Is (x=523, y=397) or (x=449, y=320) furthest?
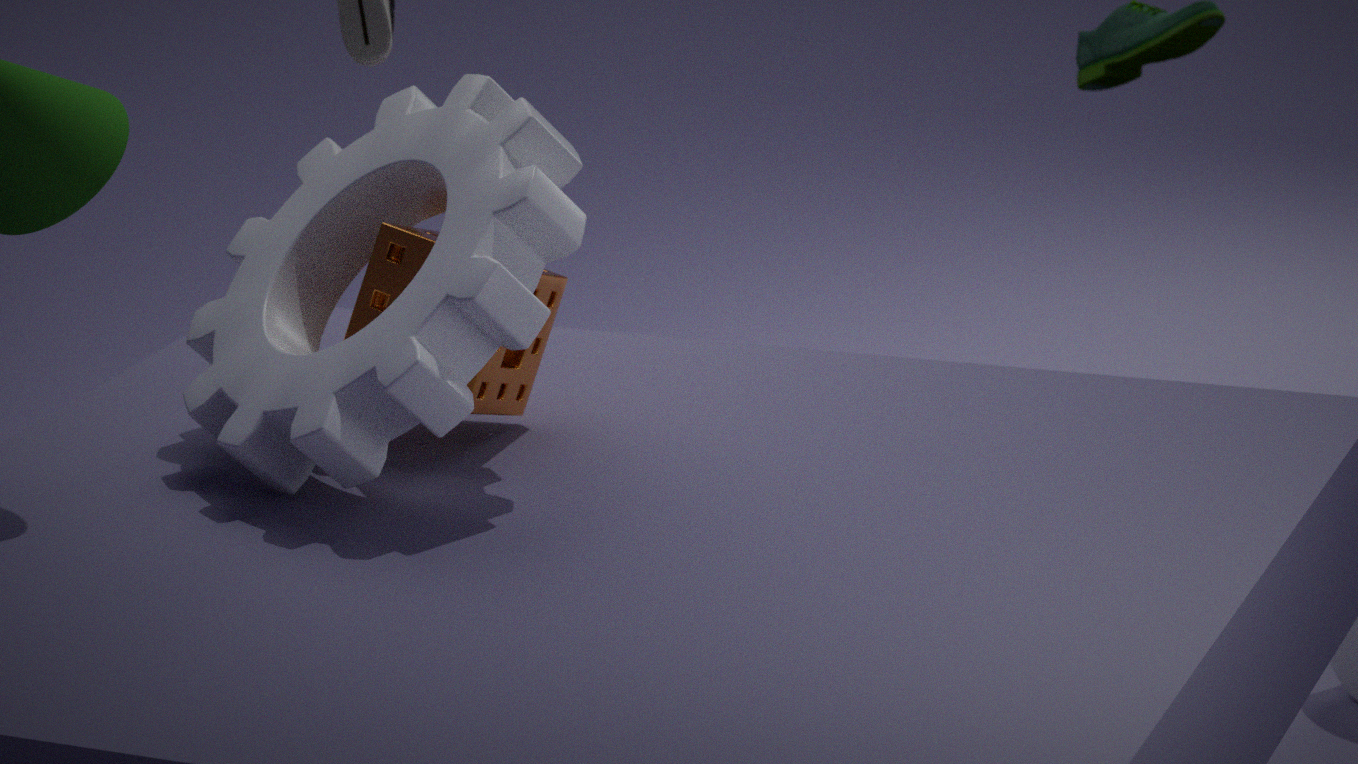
(x=523, y=397)
